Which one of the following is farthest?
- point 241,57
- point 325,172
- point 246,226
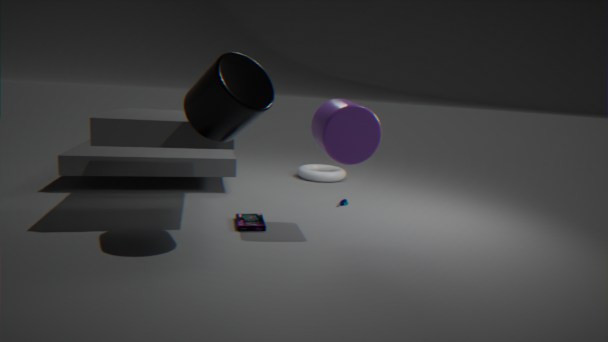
point 325,172
